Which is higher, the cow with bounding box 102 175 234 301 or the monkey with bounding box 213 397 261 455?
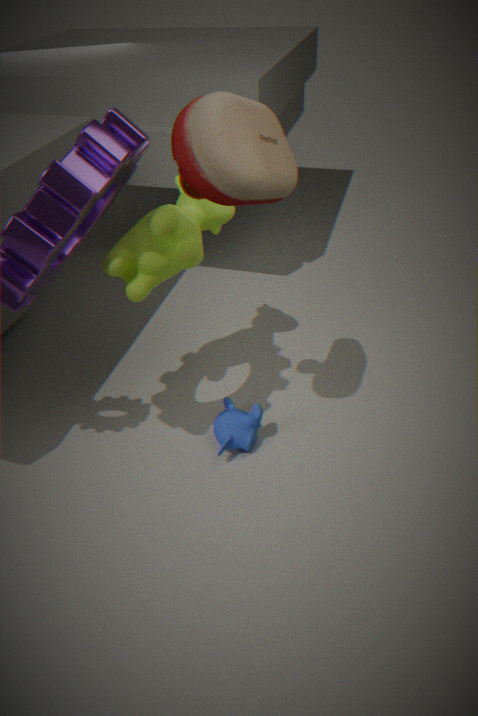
the cow with bounding box 102 175 234 301
